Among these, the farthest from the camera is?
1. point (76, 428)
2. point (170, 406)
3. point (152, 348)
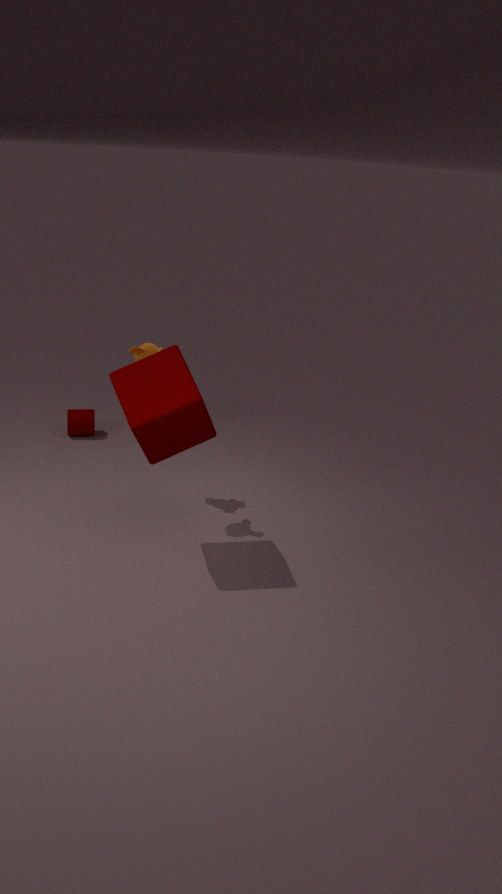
point (76, 428)
